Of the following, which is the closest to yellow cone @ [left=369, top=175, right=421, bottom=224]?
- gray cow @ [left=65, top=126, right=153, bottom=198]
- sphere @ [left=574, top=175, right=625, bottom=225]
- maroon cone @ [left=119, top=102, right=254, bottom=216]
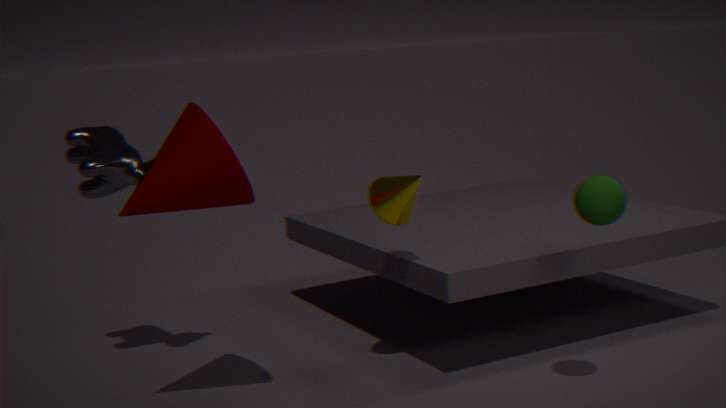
maroon cone @ [left=119, top=102, right=254, bottom=216]
